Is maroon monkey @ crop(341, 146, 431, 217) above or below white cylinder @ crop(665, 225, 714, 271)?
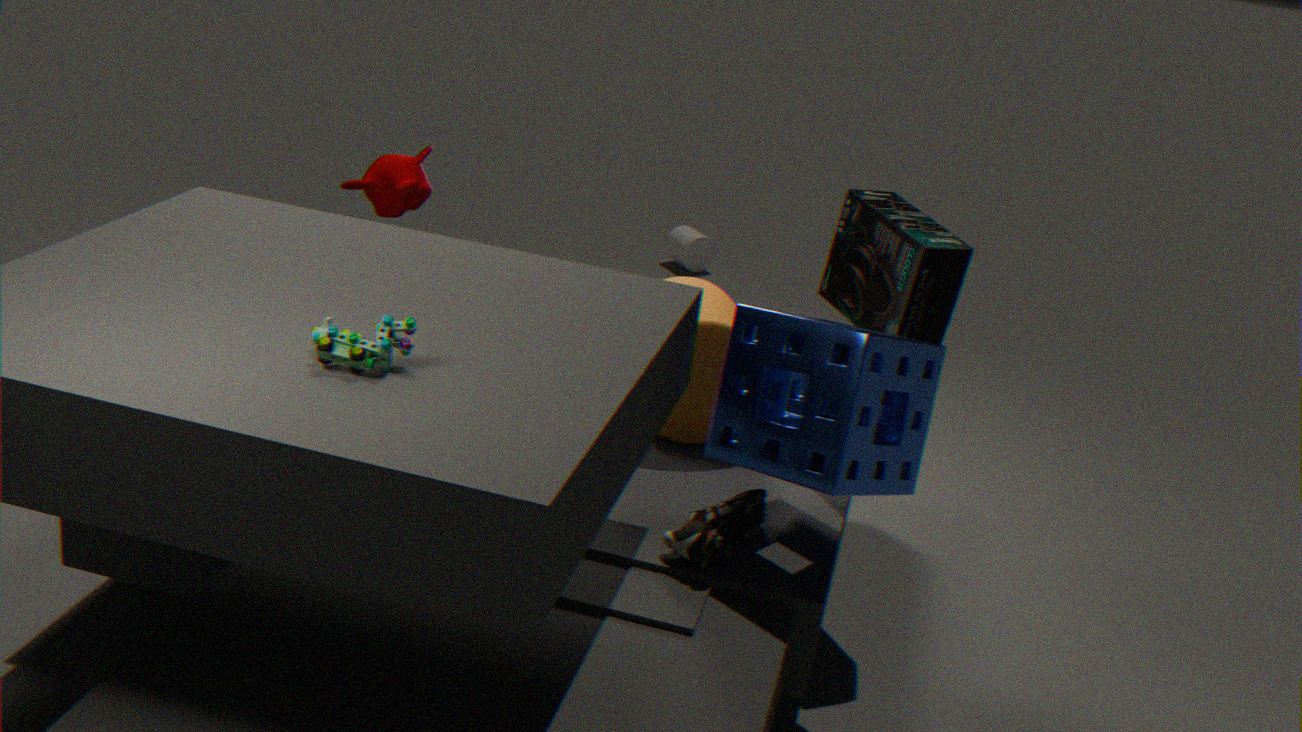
above
